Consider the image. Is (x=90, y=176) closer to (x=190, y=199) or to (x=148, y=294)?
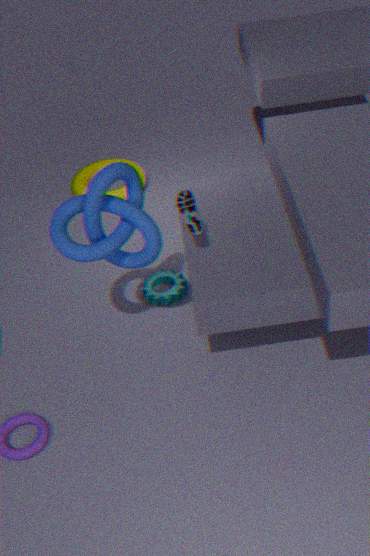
(x=148, y=294)
